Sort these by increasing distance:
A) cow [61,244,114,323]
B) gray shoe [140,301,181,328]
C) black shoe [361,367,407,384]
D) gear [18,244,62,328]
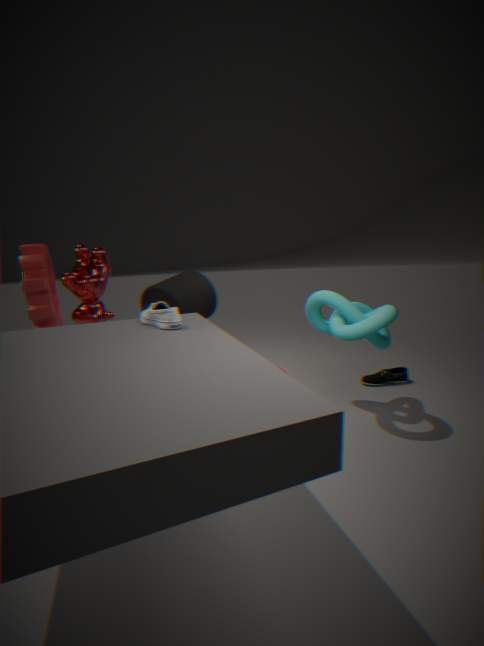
1. gray shoe [140,301,181,328]
2. gear [18,244,62,328]
3. cow [61,244,114,323]
4. black shoe [361,367,407,384]
